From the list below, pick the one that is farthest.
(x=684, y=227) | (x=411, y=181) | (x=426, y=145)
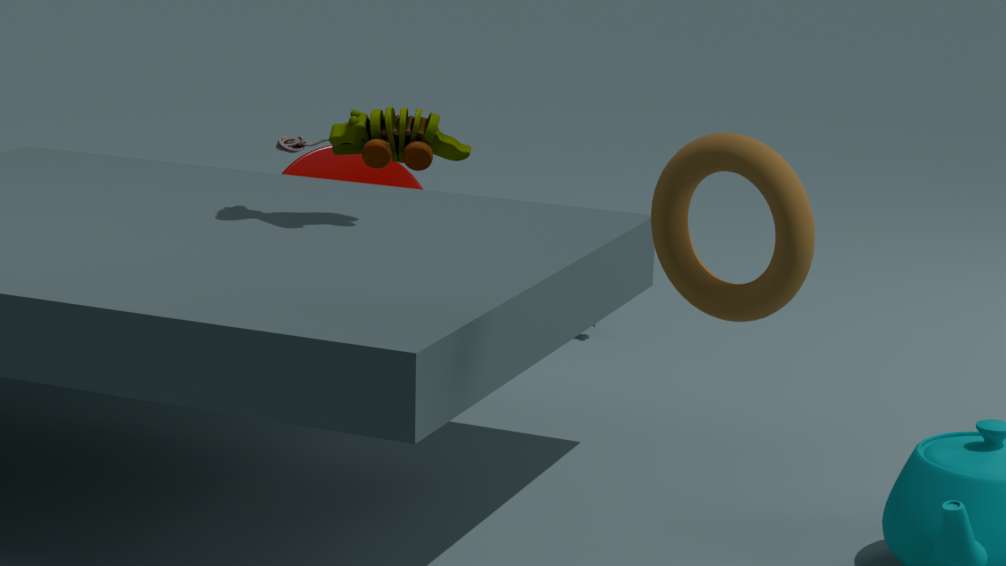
(x=411, y=181)
